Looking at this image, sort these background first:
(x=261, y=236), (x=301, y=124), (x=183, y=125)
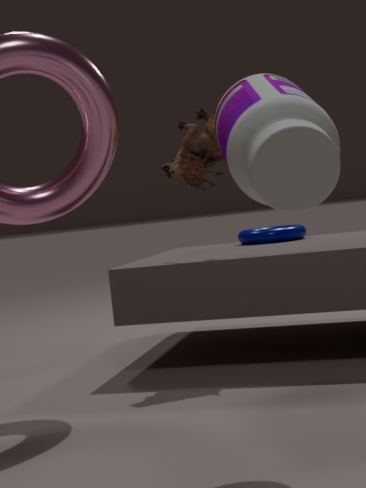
(x=261, y=236) → (x=183, y=125) → (x=301, y=124)
